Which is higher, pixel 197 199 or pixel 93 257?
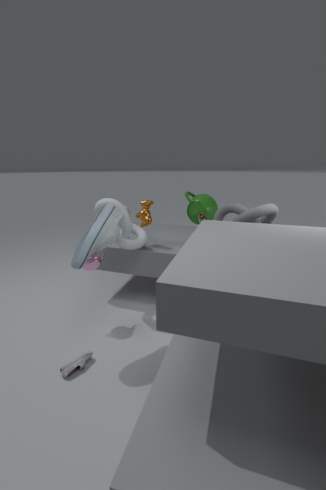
pixel 197 199
